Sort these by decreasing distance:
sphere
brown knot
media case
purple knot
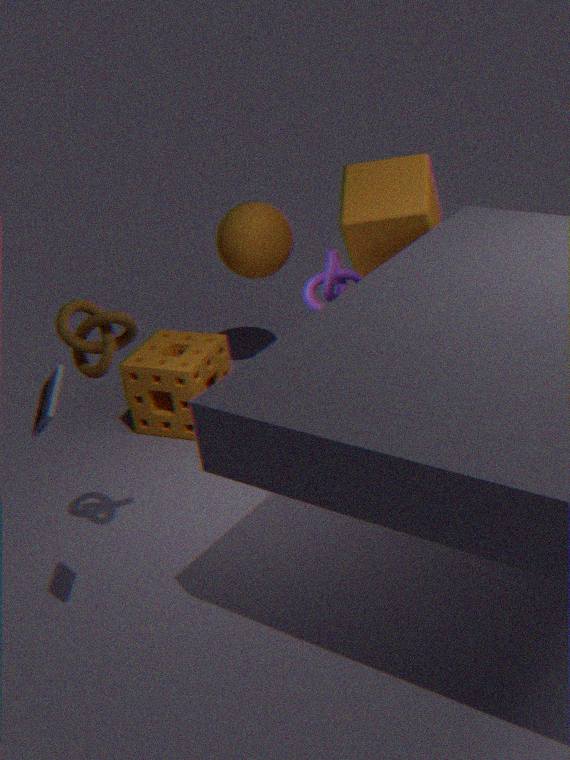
sphere
purple knot
brown knot
media case
